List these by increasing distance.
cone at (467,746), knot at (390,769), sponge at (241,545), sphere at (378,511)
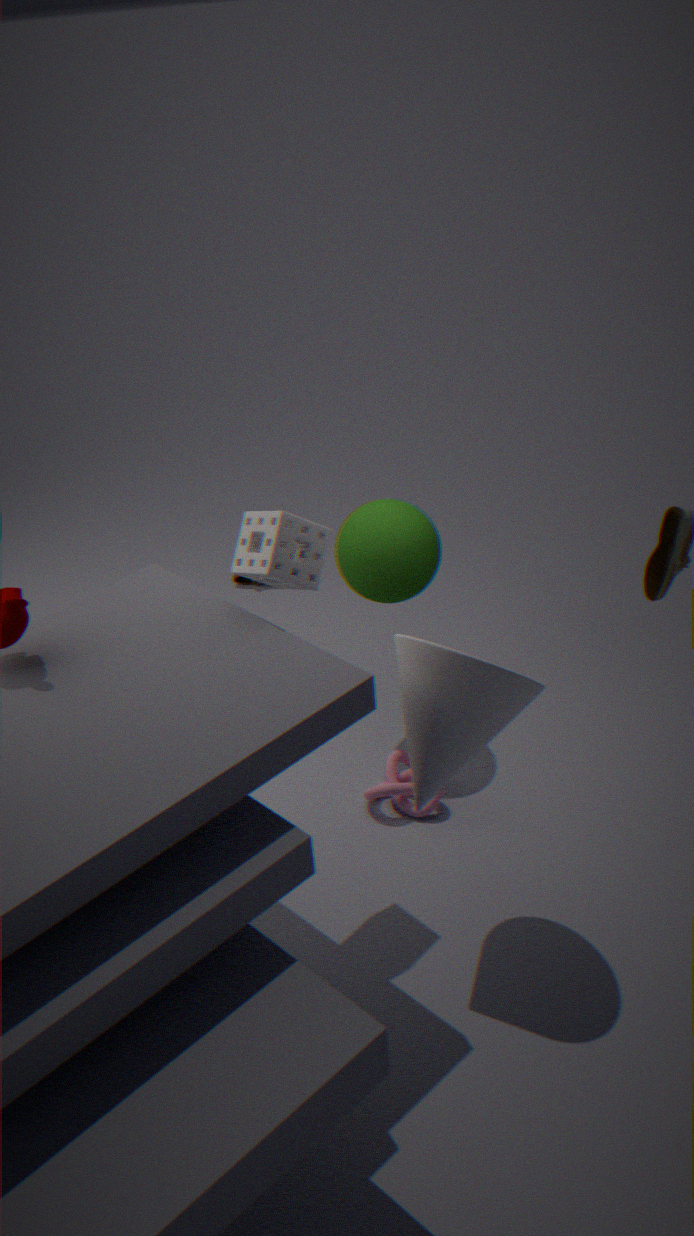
cone at (467,746) → sponge at (241,545) → sphere at (378,511) → knot at (390,769)
